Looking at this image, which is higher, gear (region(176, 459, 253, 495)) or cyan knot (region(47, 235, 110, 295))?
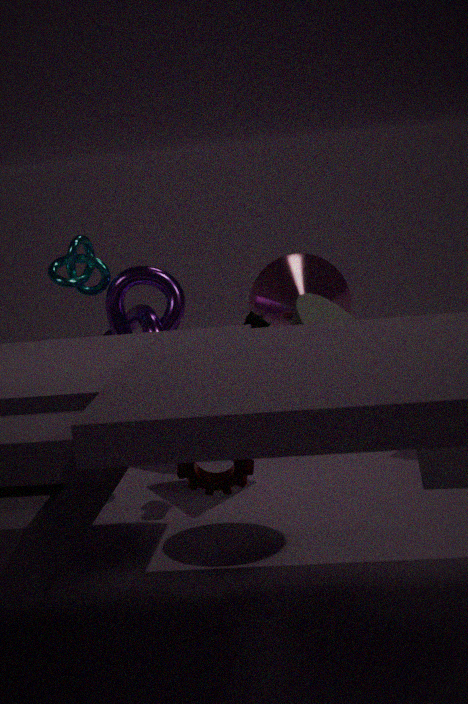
cyan knot (region(47, 235, 110, 295))
